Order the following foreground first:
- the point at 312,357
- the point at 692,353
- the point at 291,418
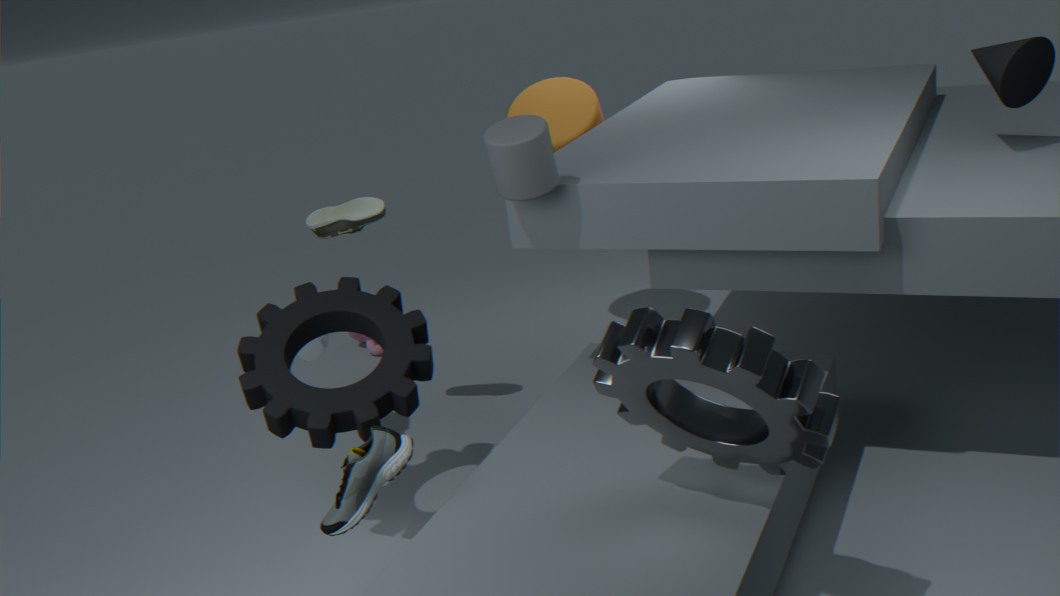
the point at 692,353, the point at 291,418, the point at 312,357
